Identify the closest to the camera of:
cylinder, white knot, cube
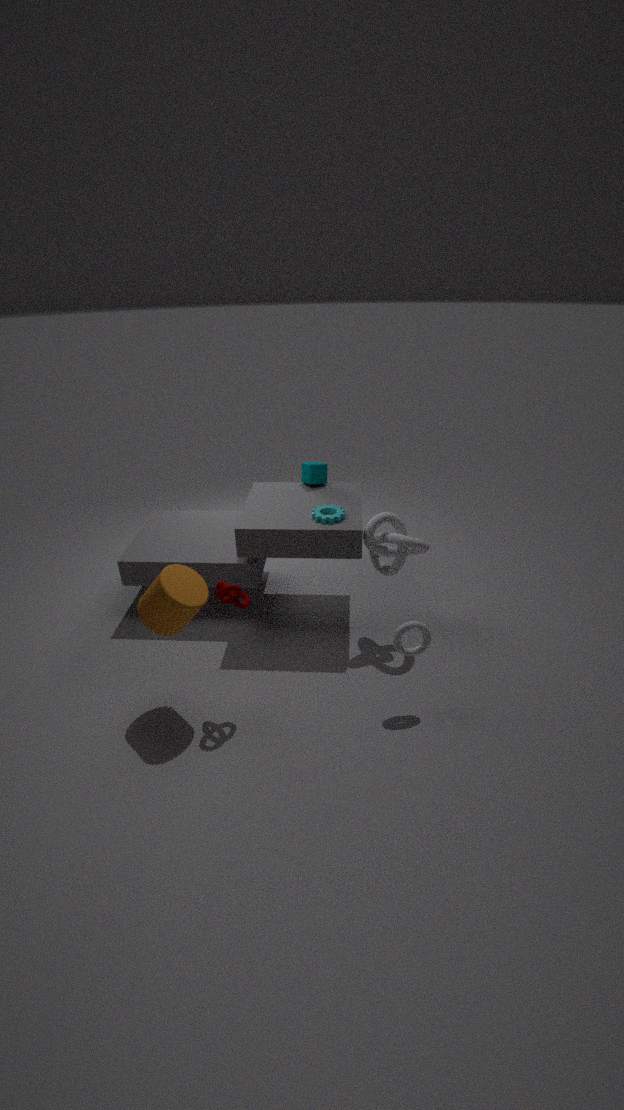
cylinder
